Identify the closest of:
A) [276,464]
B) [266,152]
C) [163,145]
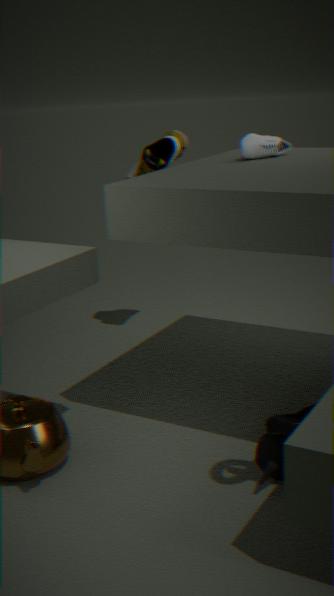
[276,464]
